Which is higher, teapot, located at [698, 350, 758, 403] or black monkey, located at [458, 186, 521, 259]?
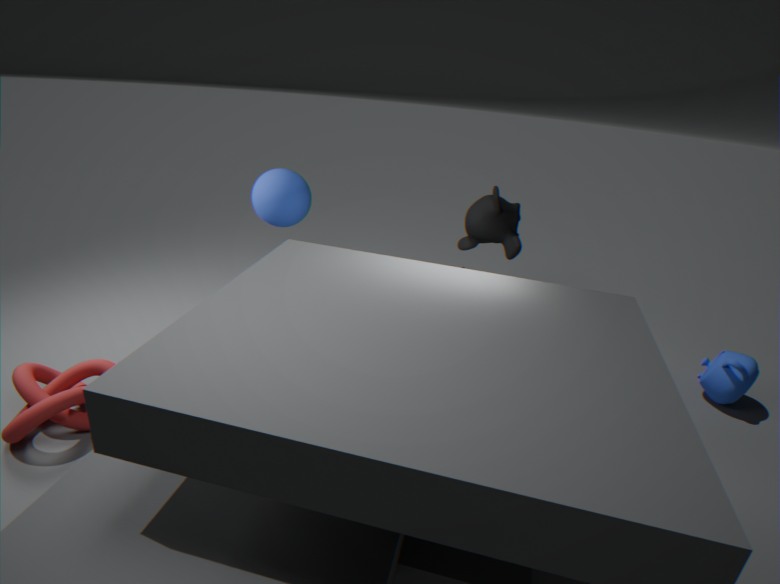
black monkey, located at [458, 186, 521, 259]
